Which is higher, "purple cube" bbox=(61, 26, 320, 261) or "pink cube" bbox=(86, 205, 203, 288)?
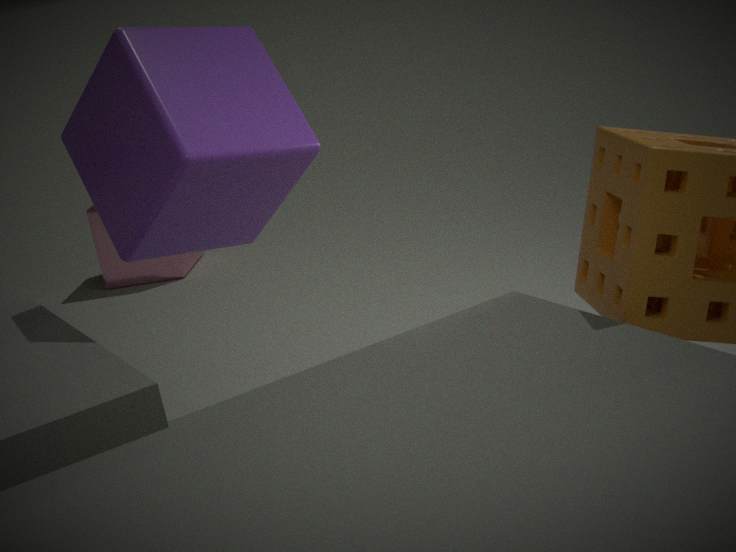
"purple cube" bbox=(61, 26, 320, 261)
